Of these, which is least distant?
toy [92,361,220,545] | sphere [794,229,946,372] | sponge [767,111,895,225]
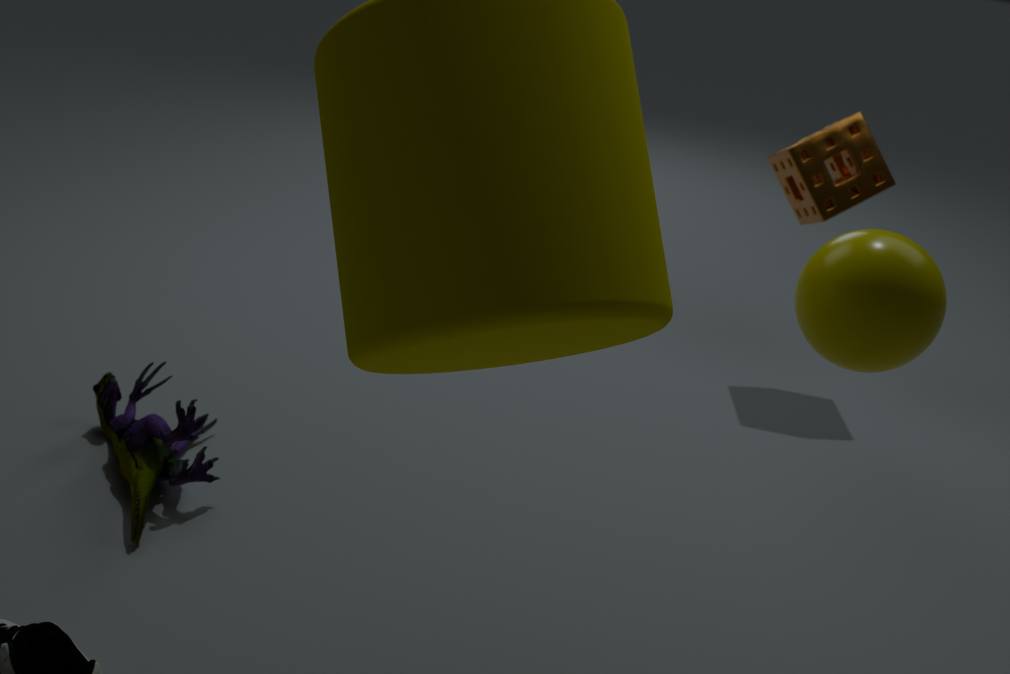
sphere [794,229,946,372]
